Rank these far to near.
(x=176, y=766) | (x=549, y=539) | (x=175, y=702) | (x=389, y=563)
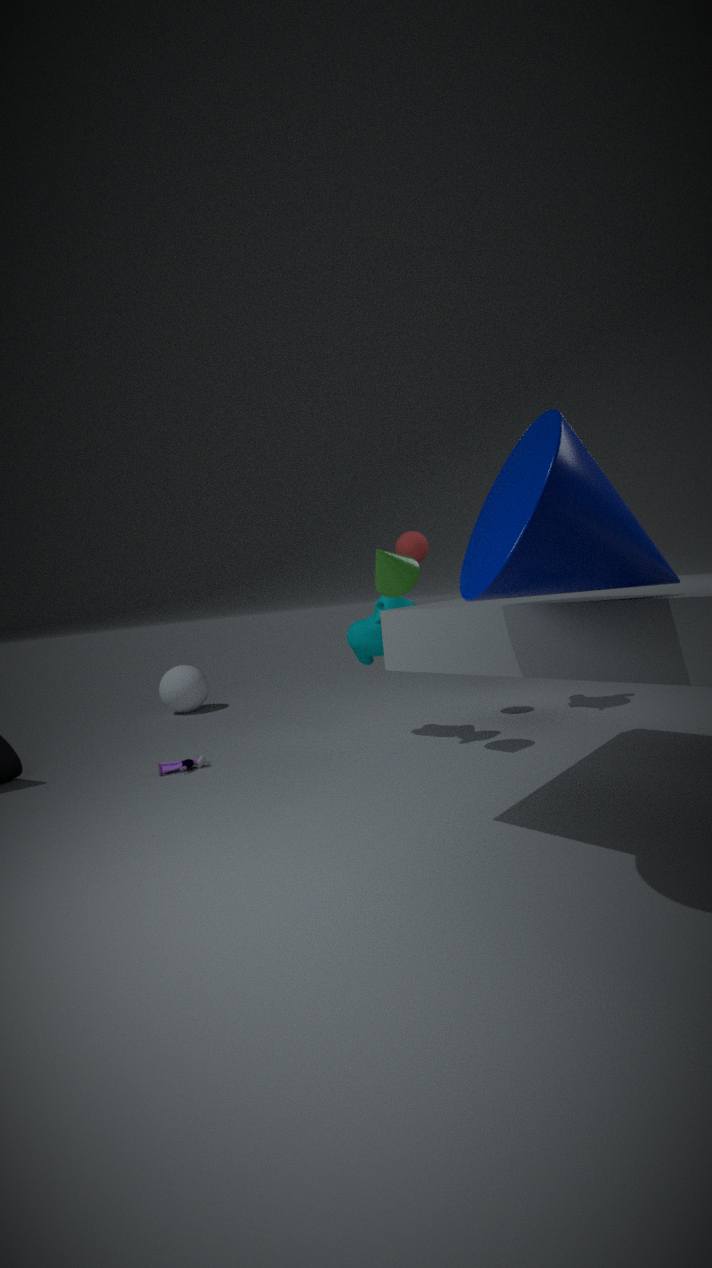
(x=175, y=702) → (x=176, y=766) → (x=389, y=563) → (x=549, y=539)
